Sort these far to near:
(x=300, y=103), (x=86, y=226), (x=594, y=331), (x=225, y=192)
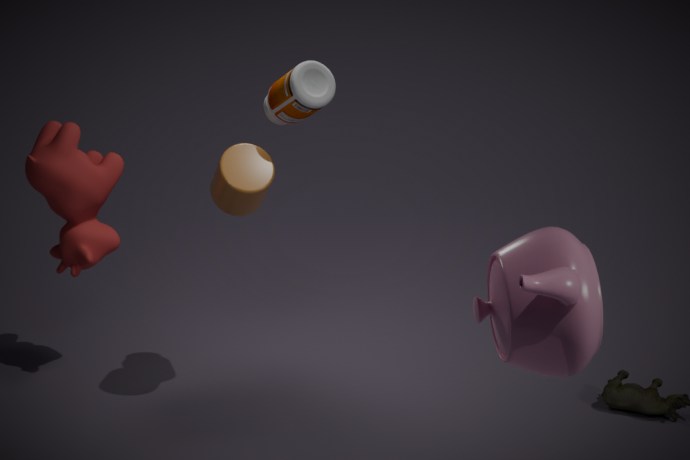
1. (x=86, y=226)
2. (x=225, y=192)
3. (x=300, y=103)
4. (x=594, y=331)
